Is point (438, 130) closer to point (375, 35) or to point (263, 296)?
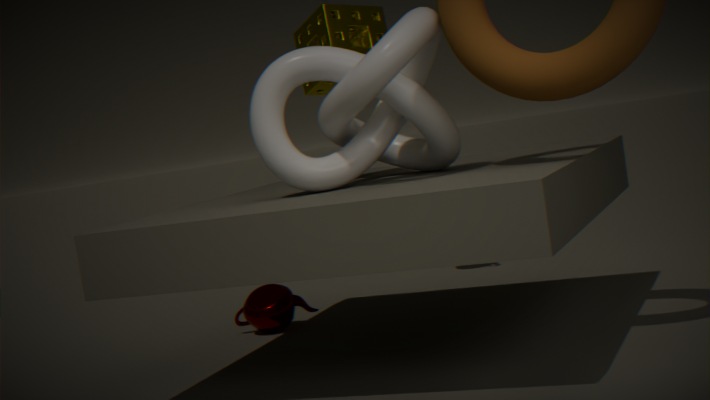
point (375, 35)
